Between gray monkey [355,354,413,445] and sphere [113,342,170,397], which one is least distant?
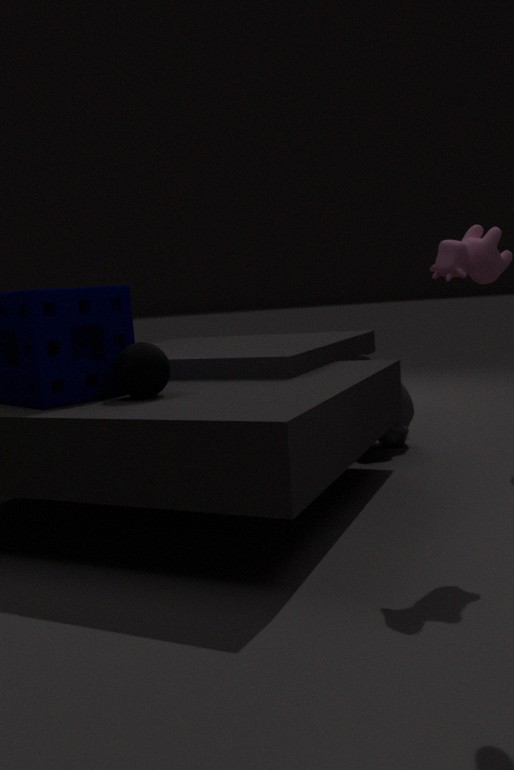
sphere [113,342,170,397]
